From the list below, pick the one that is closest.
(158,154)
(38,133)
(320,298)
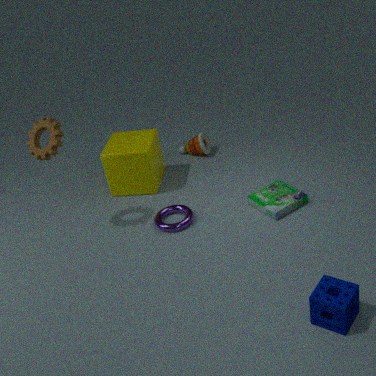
(320,298)
